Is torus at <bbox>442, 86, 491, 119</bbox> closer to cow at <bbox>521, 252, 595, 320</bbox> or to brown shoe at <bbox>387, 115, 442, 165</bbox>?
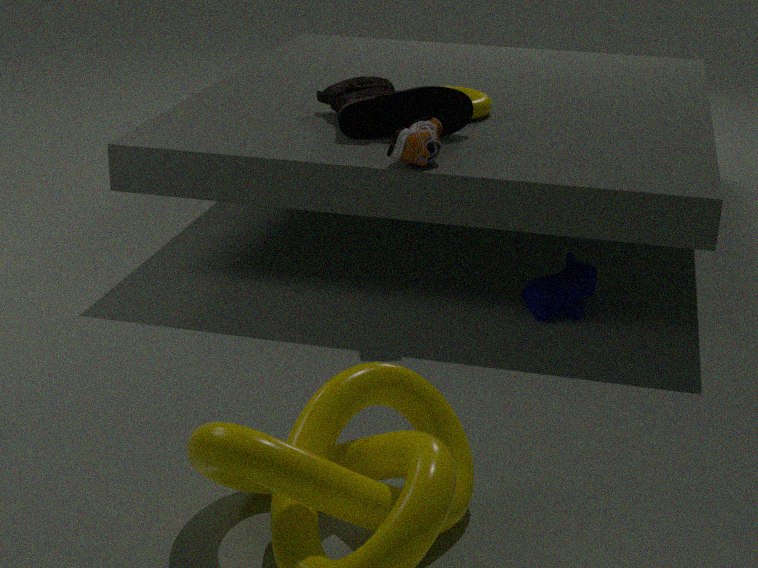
brown shoe at <bbox>387, 115, 442, 165</bbox>
